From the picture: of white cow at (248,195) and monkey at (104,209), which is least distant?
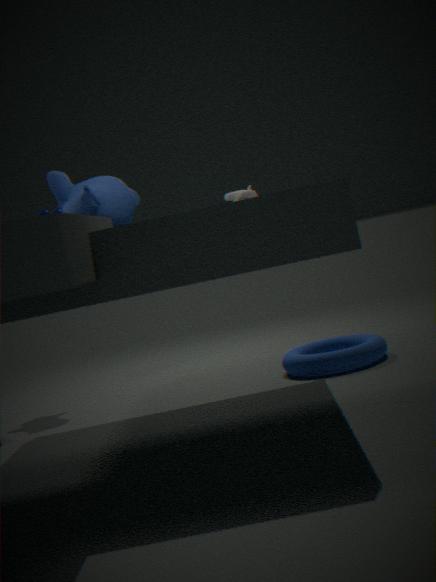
monkey at (104,209)
